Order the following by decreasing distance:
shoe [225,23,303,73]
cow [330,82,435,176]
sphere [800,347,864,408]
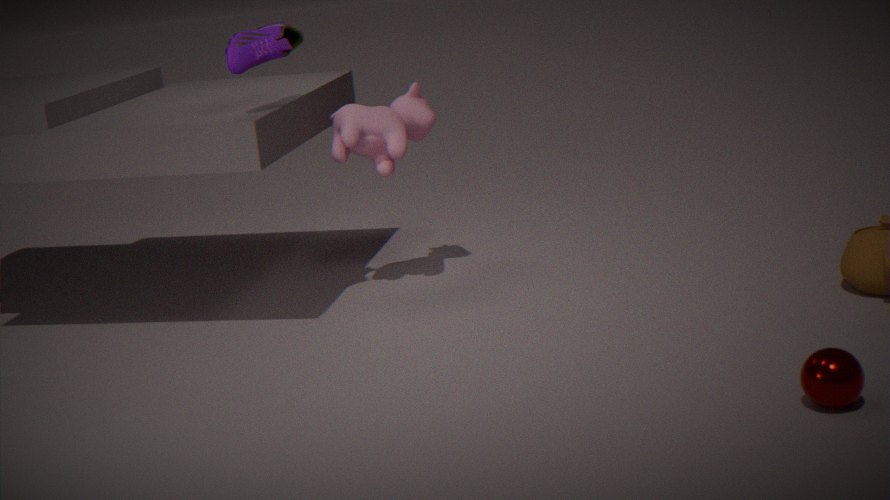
cow [330,82,435,176] → shoe [225,23,303,73] → sphere [800,347,864,408]
